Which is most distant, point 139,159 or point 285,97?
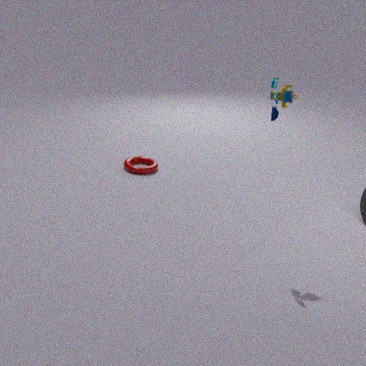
point 139,159
